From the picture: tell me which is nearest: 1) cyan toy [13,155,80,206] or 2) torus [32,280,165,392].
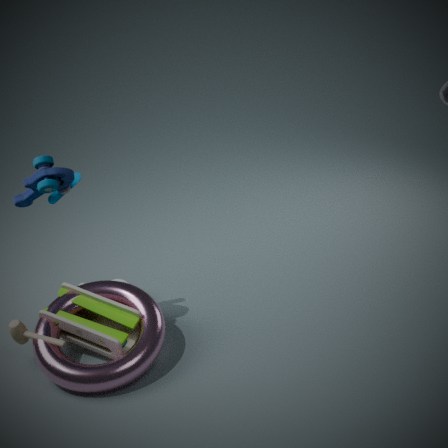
2. torus [32,280,165,392]
